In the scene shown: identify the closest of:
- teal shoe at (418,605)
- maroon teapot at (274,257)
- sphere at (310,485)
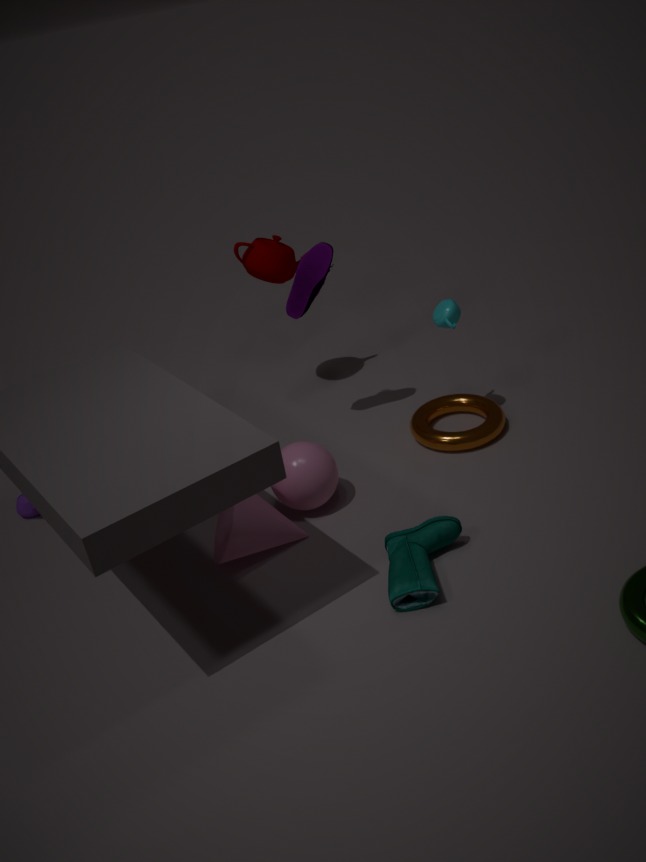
teal shoe at (418,605)
